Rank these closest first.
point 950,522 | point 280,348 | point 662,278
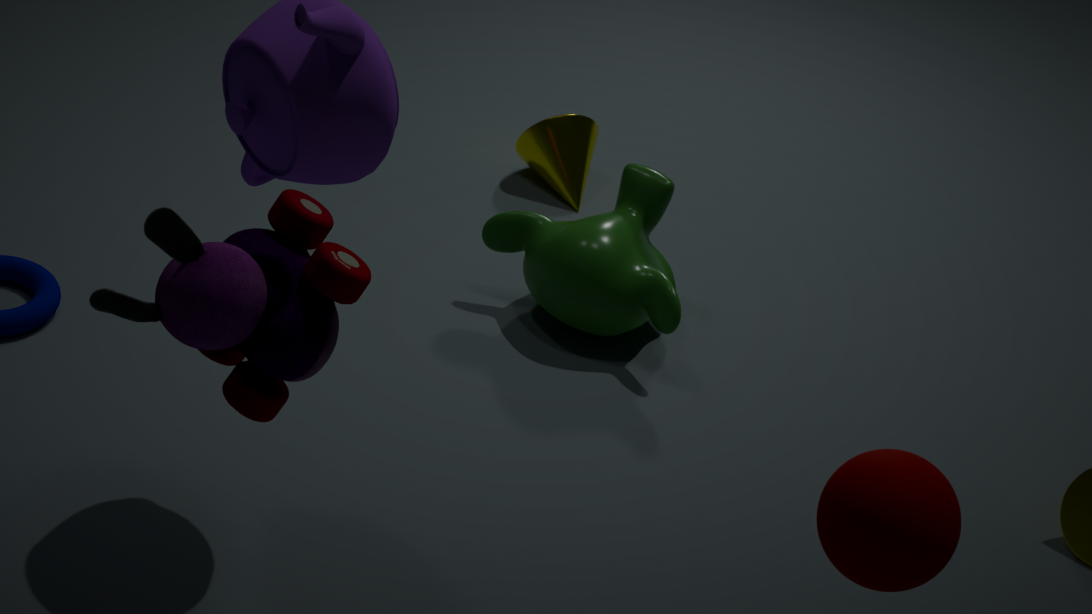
point 950,522
point 280,348
point 662,278
